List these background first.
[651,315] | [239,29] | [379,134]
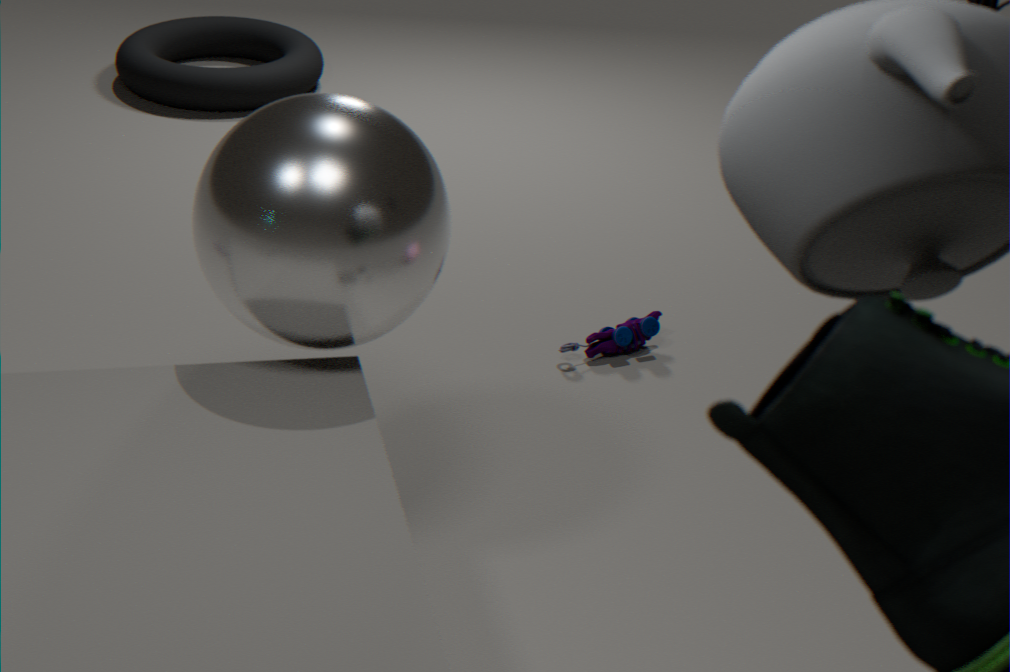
[239,29] → [651,315] → [379,134]
